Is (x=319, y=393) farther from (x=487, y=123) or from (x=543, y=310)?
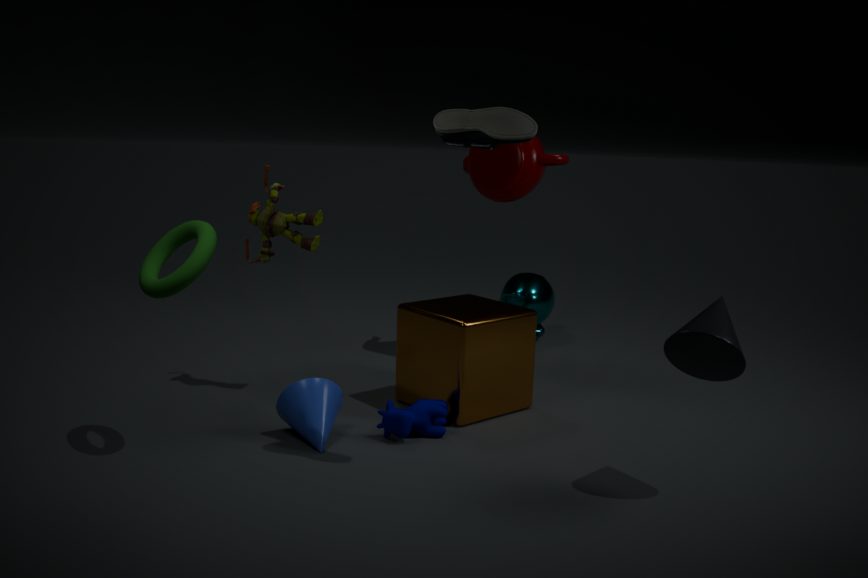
(x=543, y=310)
